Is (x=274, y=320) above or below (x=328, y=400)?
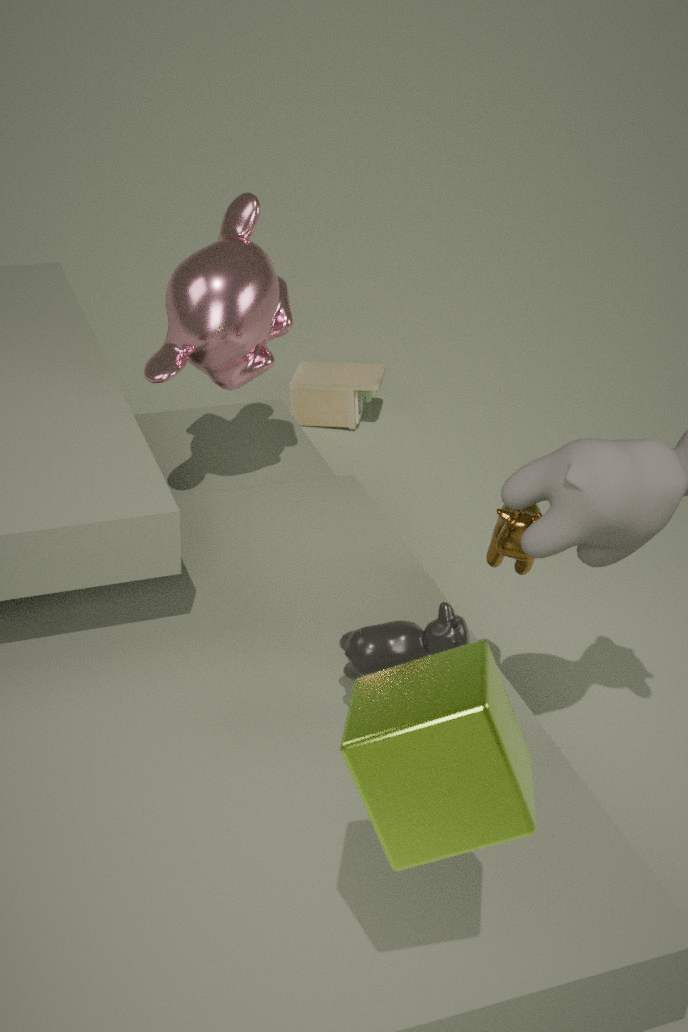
above
